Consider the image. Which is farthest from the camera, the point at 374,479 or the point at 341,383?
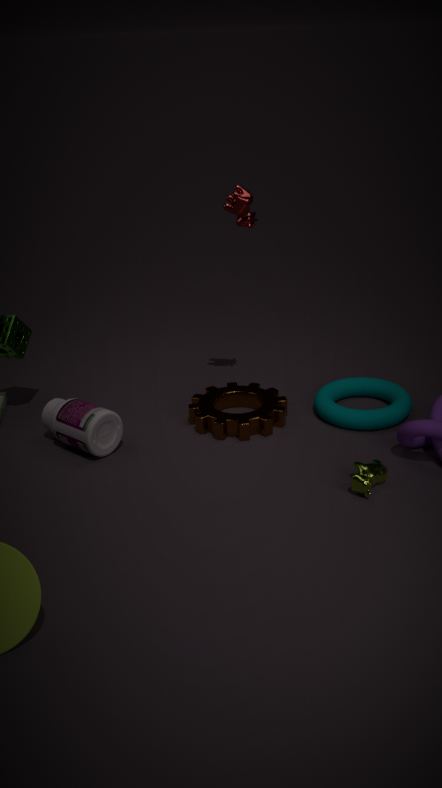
the point at 341,383
